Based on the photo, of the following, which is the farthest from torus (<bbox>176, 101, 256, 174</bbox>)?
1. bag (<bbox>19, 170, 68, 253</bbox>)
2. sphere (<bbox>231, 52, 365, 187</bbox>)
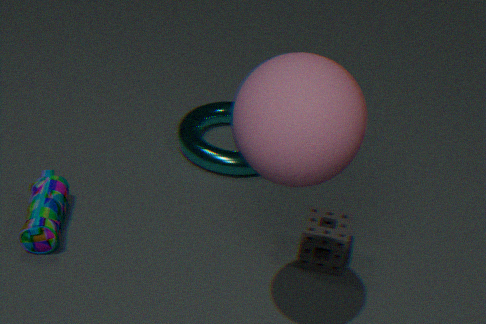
sphere (<bbox>231, 52, 365, 187</bbox>)
